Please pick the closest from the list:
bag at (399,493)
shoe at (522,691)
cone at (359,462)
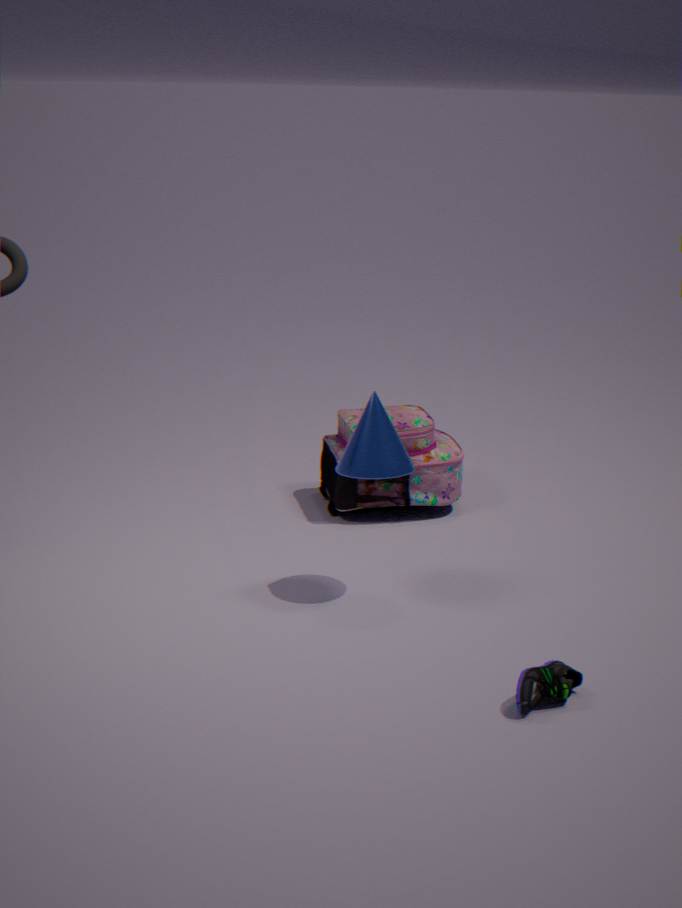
shoe at (522,691)
